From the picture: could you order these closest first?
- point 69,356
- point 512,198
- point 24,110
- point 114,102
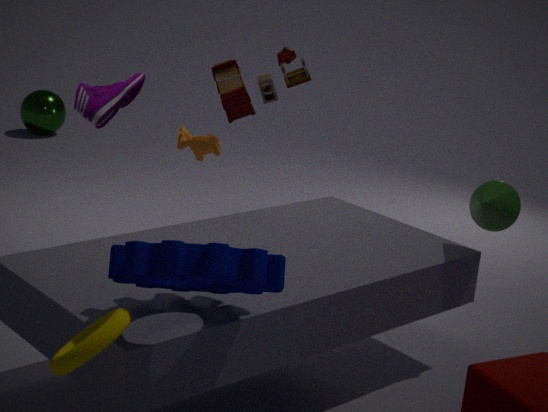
1. point 69,356
2. point 512,198
3. point 114,102
4. point 24,110
